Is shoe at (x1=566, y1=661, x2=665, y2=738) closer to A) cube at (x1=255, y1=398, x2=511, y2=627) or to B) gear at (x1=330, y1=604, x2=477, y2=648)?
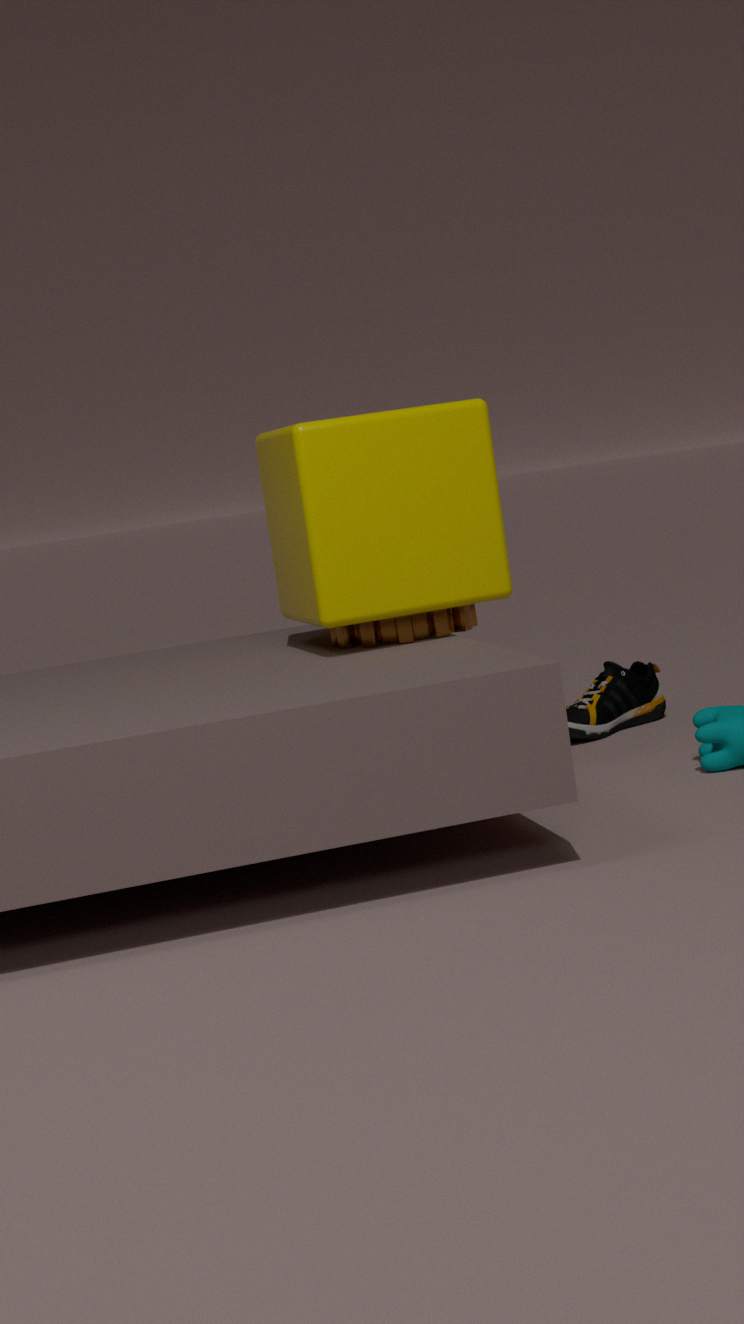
A) cube at (x1=255, y1=398, x2=511, y2=627)
